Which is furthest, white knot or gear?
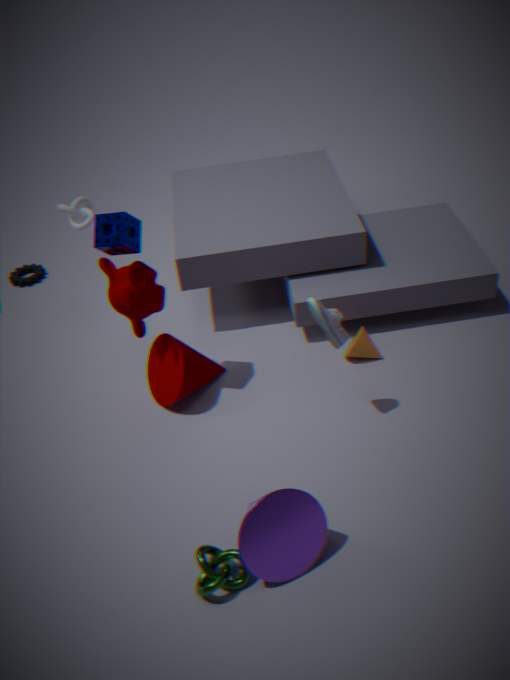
gear
